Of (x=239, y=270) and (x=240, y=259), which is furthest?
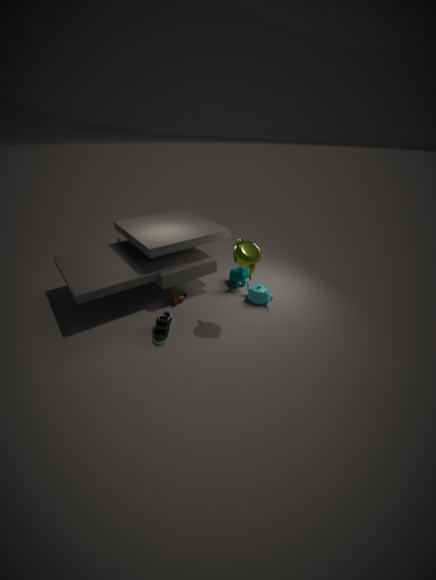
(x=239, y=270)
